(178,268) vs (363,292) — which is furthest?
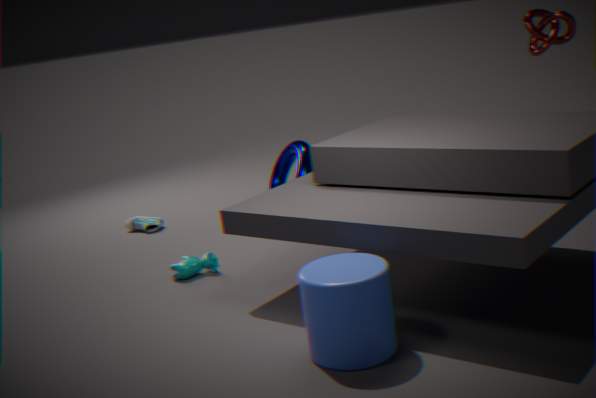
(178,268)
